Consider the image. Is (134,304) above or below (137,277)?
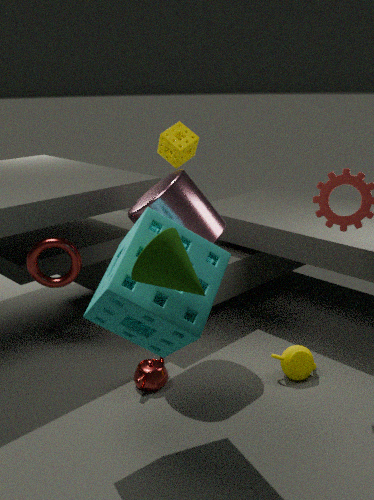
below
